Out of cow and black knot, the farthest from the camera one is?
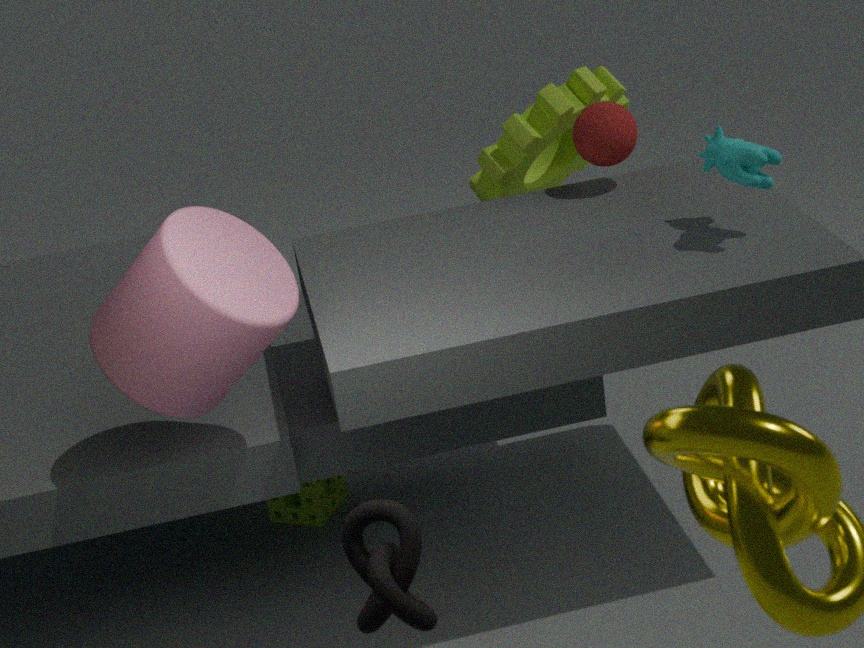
cow
